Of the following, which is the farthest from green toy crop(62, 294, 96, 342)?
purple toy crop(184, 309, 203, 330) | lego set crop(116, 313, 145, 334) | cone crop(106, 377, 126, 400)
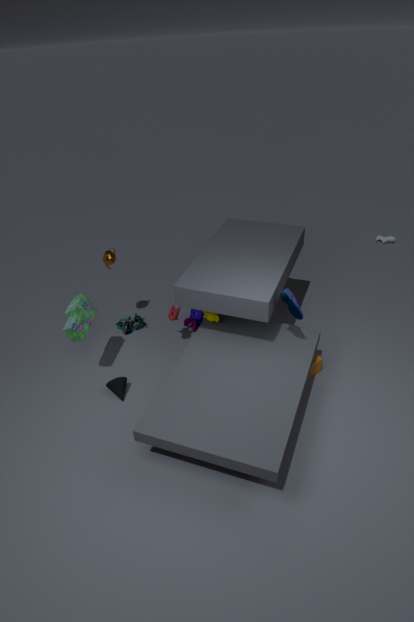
purple toy crop(184, 309, 203, 330)
